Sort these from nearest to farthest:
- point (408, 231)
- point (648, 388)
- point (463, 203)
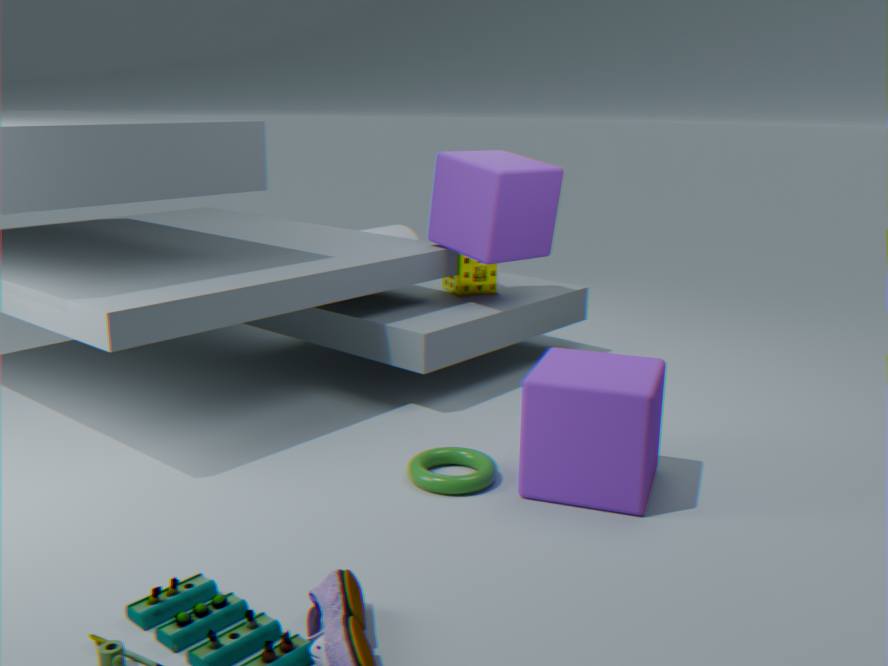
point (648, 388) < point (463, 203) < point (408, 231)
